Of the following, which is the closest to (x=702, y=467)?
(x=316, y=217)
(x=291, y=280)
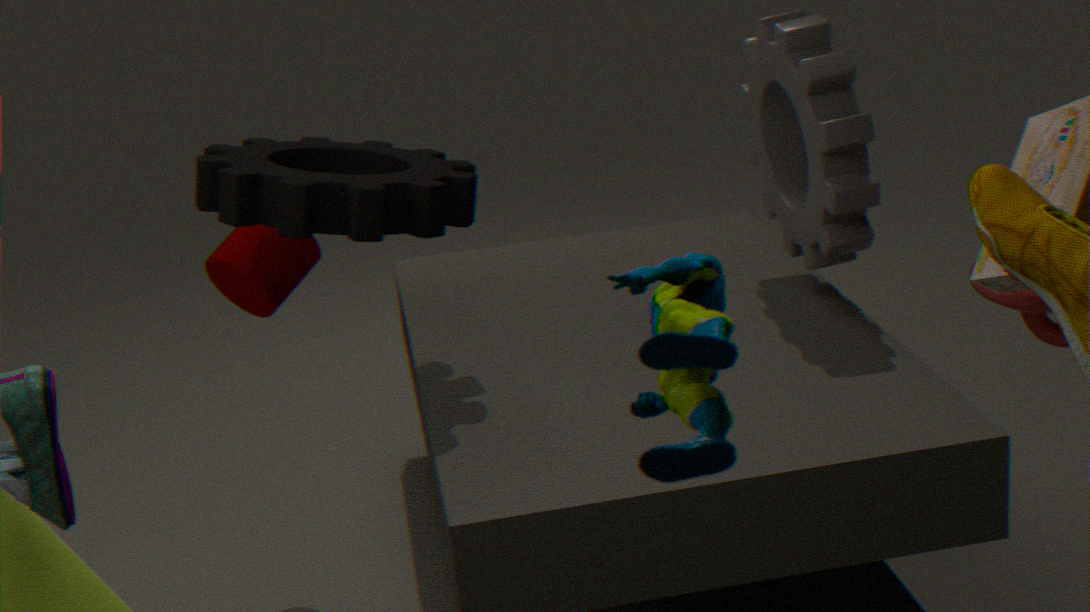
(x=316, y=217)
